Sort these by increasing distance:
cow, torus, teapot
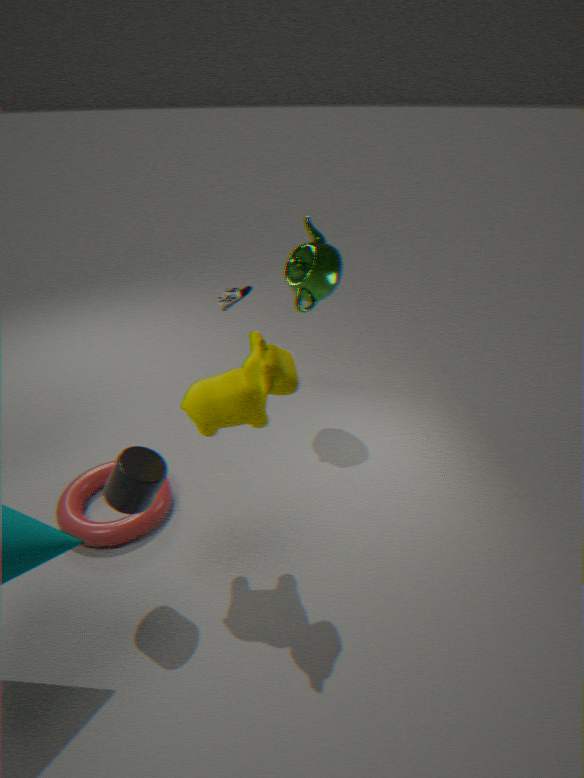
cow < torus < teapot
